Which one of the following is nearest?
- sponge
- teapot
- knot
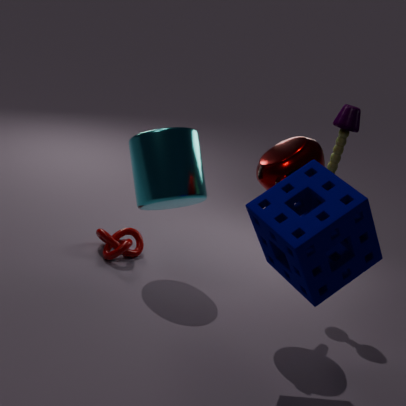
sponge
